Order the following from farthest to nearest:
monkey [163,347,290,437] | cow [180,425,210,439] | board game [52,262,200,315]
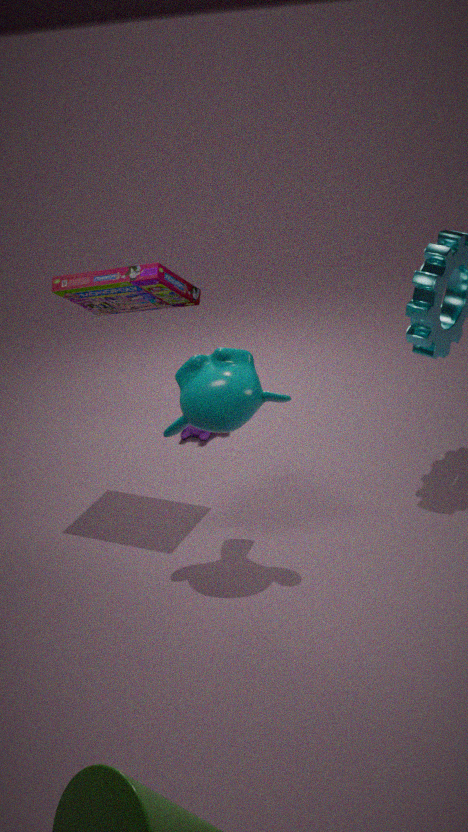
cow [180,425,210,439] < board game [52,262,200,315] < monkey [163,347,290,437]
